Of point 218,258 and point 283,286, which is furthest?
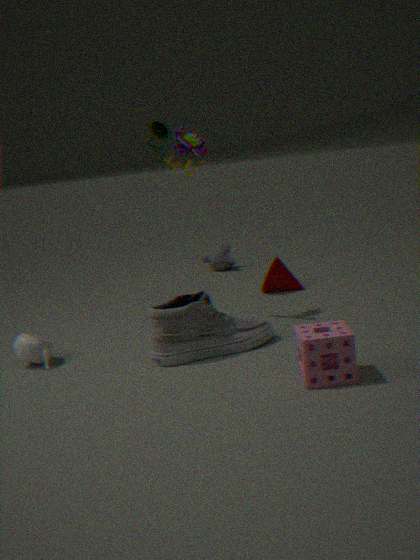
point 218,258
